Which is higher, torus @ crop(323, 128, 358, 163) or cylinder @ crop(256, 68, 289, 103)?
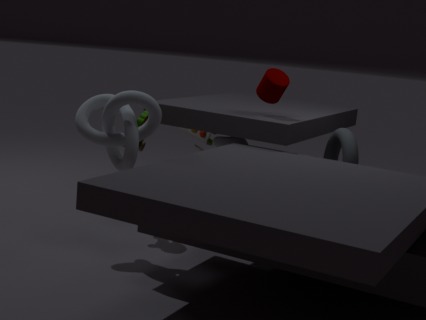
cylinder @ crop(256, 68, 289, 103)
